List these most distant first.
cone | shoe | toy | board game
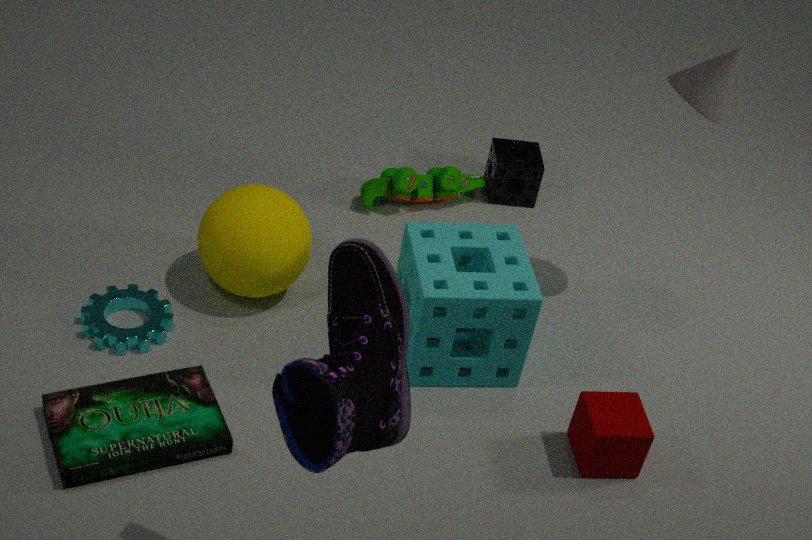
1. toy
2. cone
3. board game
4. shoe
